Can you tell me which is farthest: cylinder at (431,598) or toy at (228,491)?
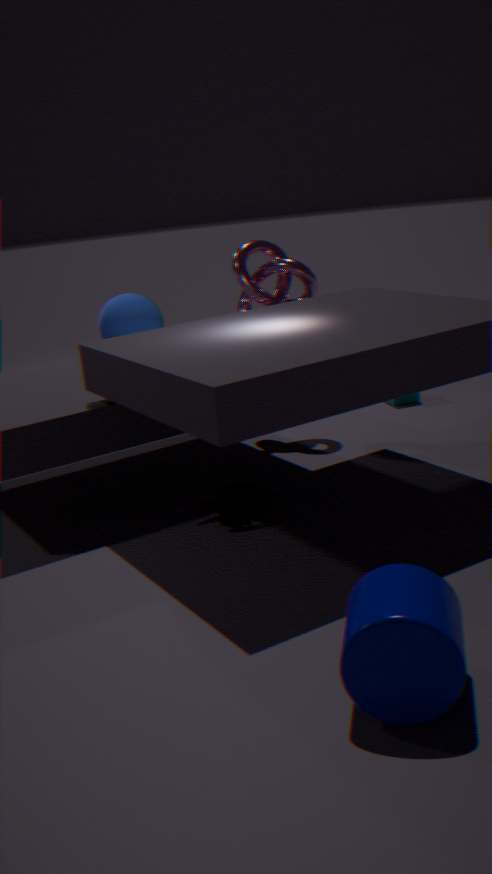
toy at (228,491)
